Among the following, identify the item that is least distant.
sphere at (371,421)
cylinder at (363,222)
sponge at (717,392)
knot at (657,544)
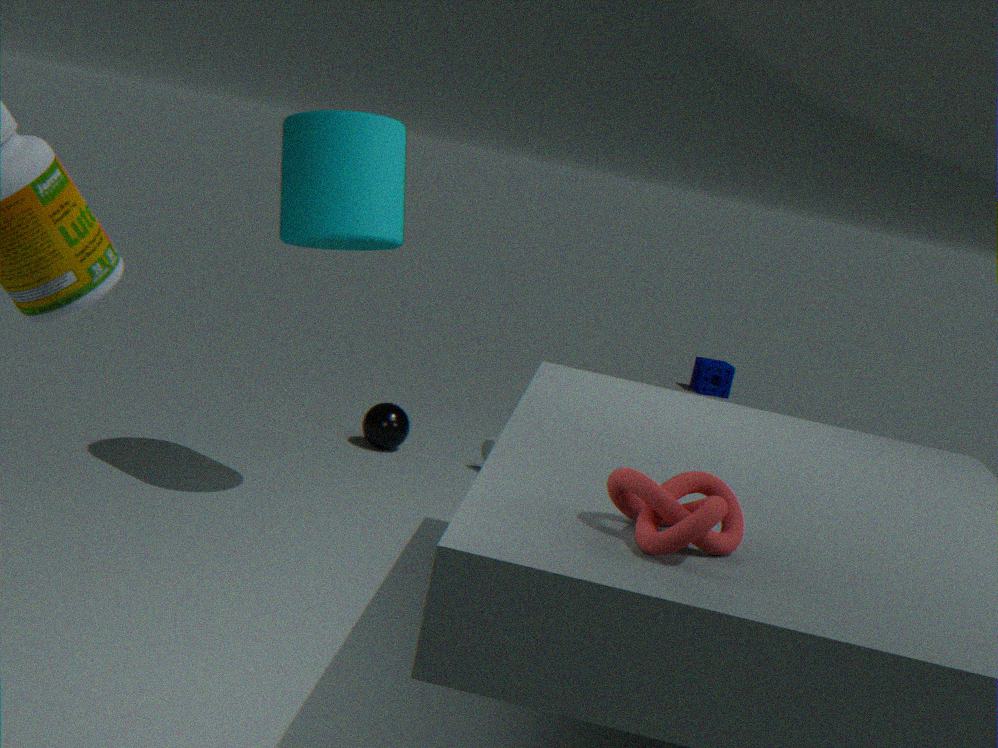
knot at (657,544)
